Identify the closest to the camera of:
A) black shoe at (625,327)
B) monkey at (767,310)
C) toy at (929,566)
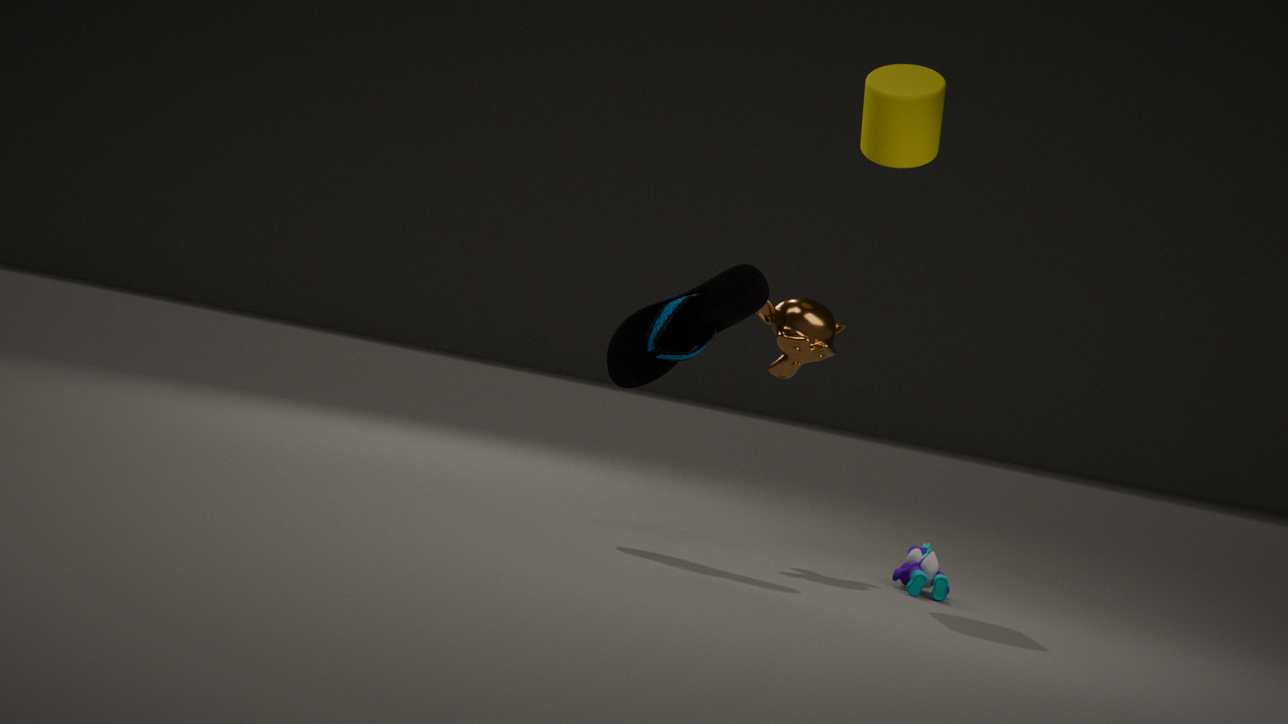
black shoe at (625,327)
